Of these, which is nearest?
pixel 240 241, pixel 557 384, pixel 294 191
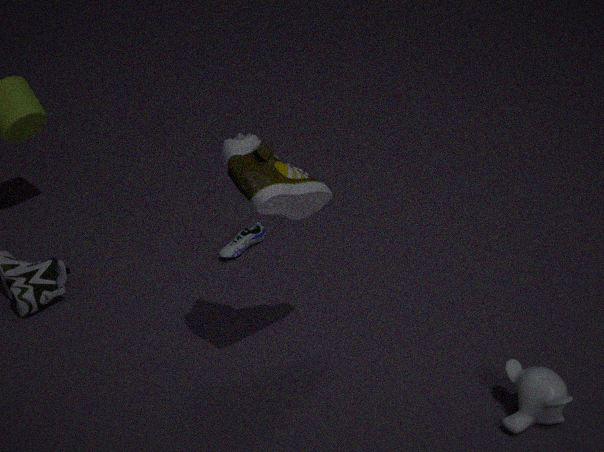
pixel 557 384
